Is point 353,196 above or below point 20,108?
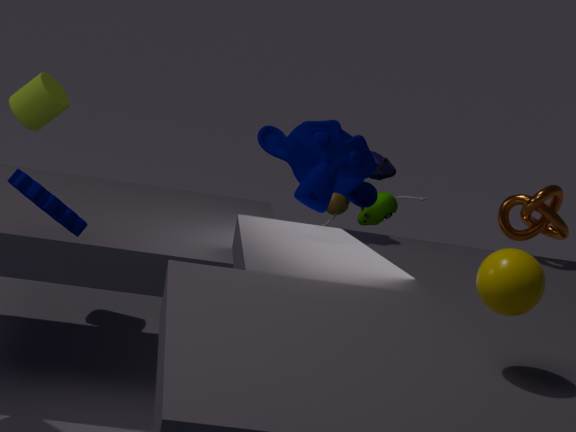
above
